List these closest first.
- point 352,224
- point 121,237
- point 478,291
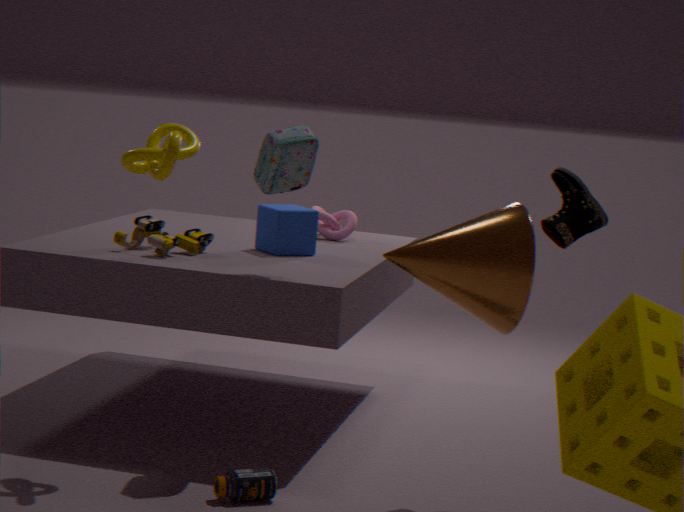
point 478,291
point 121,237
point 352,224
